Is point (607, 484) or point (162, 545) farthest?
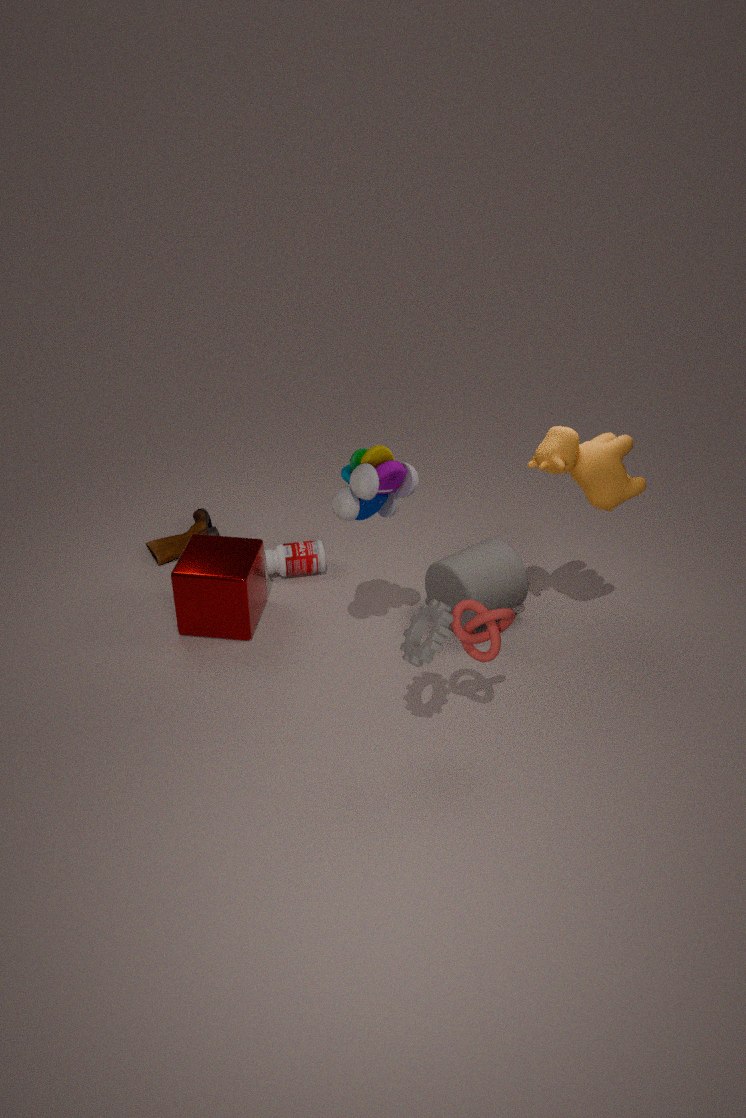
point (162, 545)
